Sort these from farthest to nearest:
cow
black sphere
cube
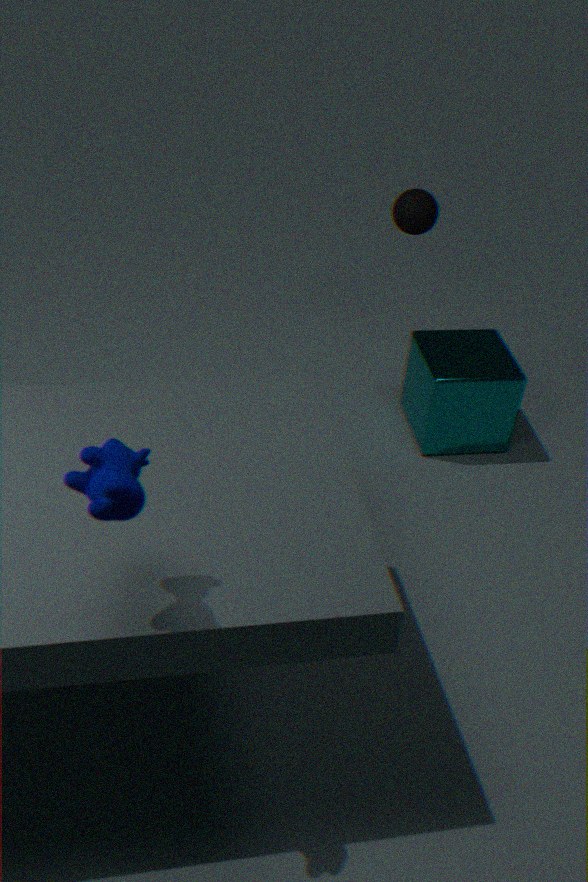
black sphere, cube, cow
